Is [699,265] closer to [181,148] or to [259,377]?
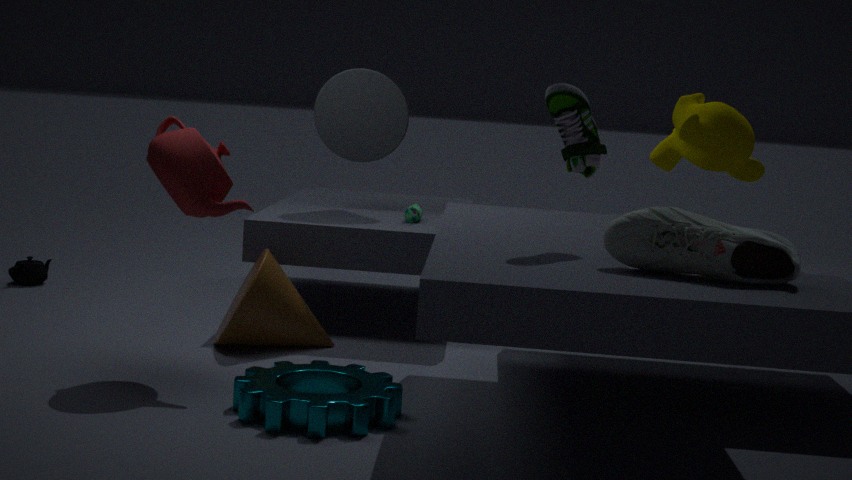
[259,377]
